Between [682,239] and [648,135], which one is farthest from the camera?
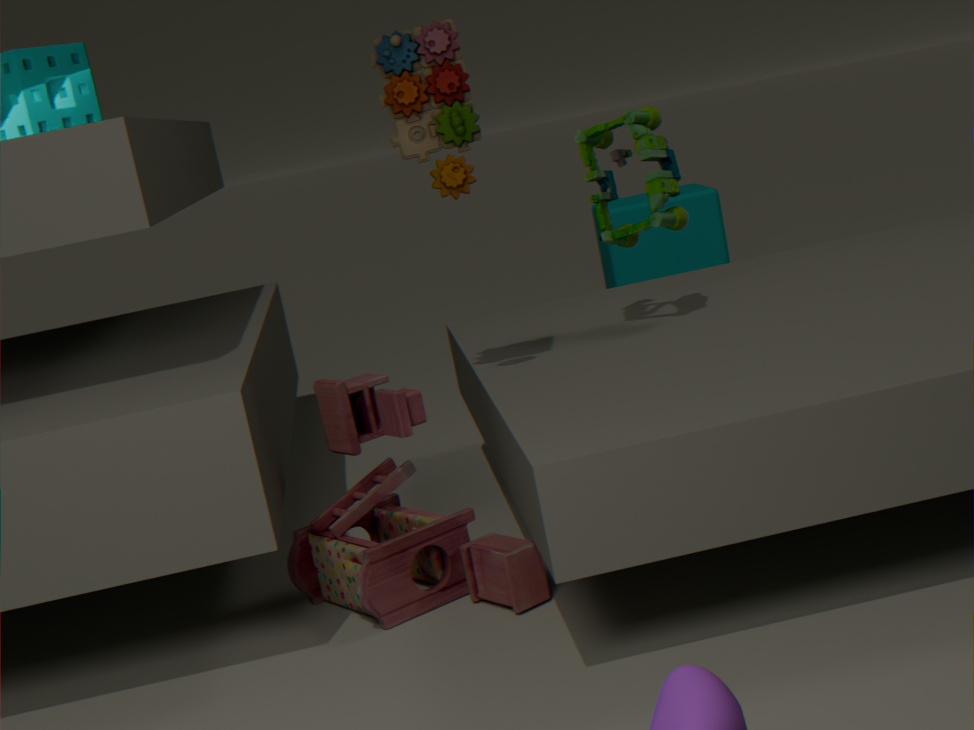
[682,239]
